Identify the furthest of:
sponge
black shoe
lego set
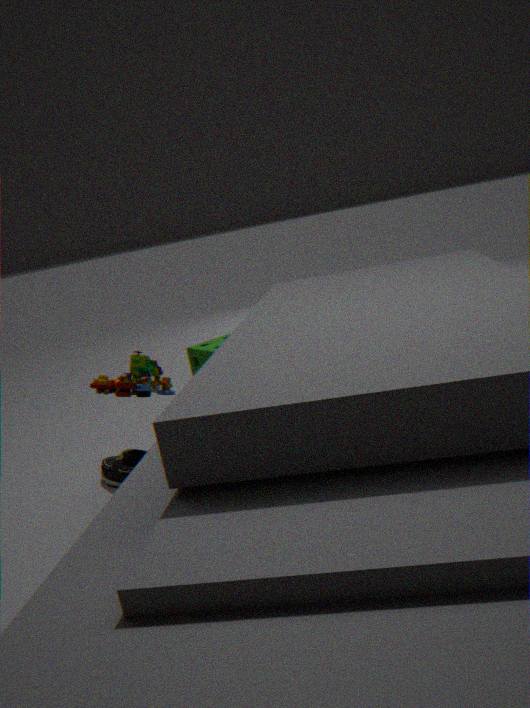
sponge
